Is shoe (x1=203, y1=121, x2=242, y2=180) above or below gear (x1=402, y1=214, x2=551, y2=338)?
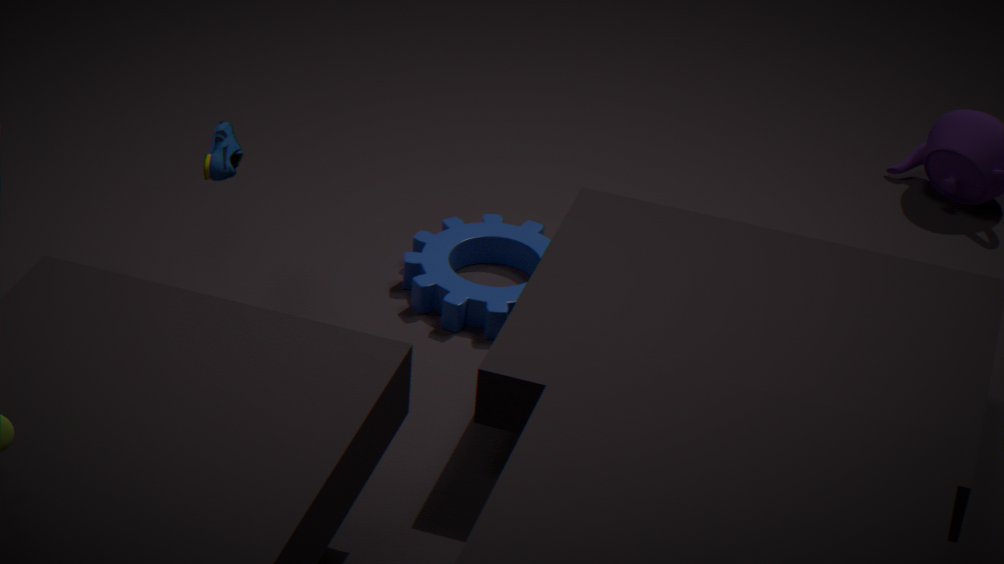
above
